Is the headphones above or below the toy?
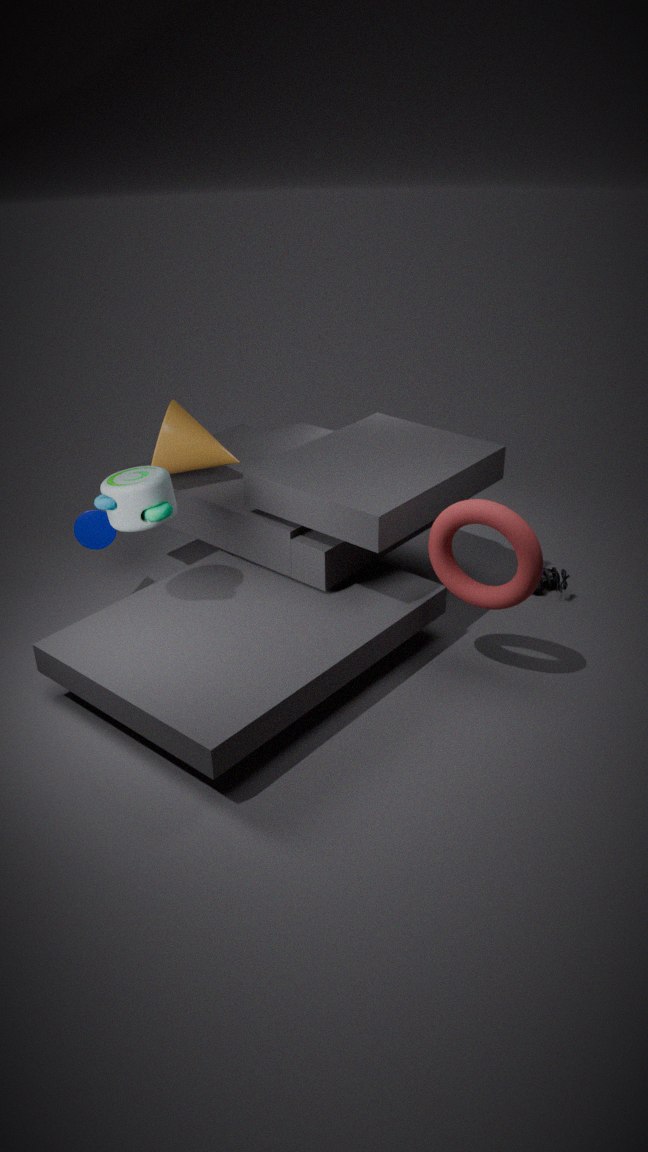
below
